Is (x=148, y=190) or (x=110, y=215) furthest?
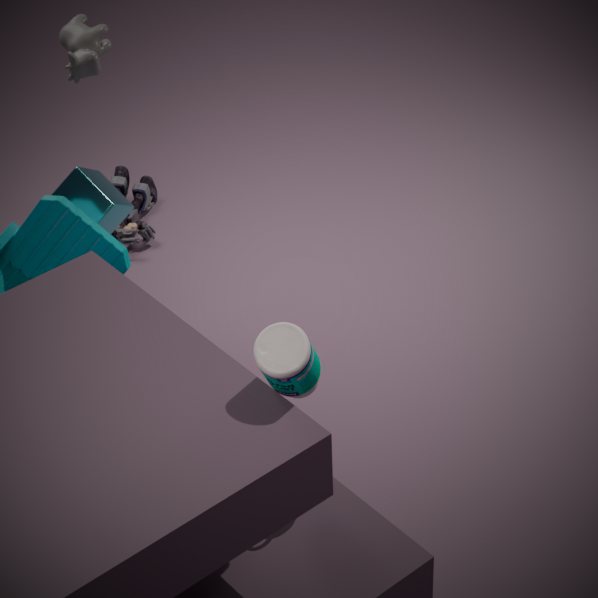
(x=148, y=190)
